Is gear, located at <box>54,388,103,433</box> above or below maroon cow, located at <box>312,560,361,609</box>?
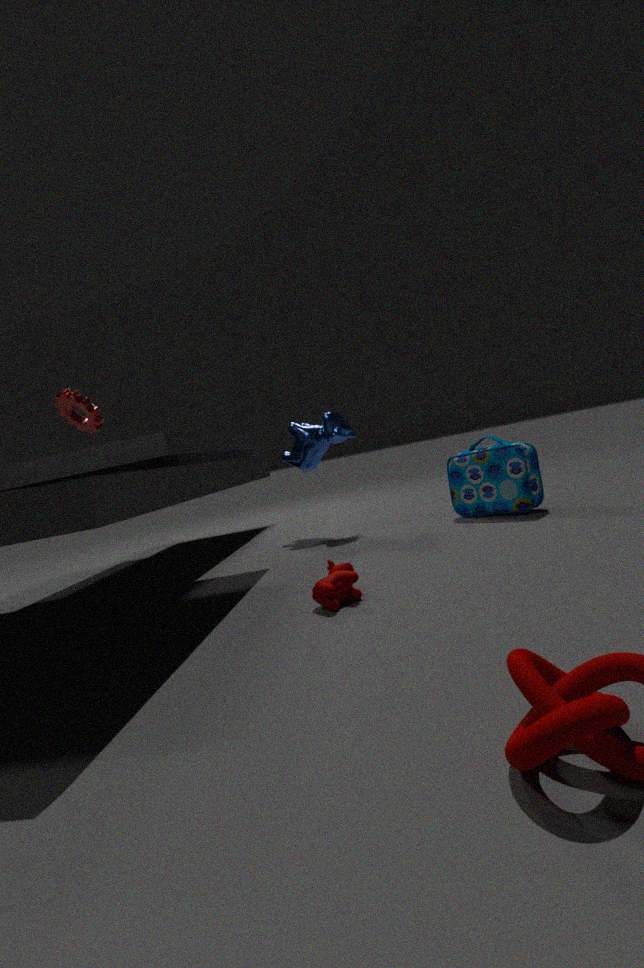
above
